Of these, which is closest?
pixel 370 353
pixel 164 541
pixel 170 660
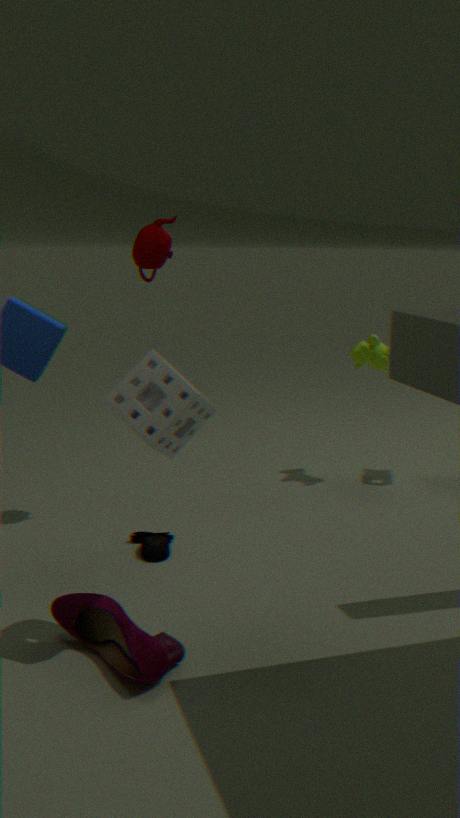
pixel 170 660
